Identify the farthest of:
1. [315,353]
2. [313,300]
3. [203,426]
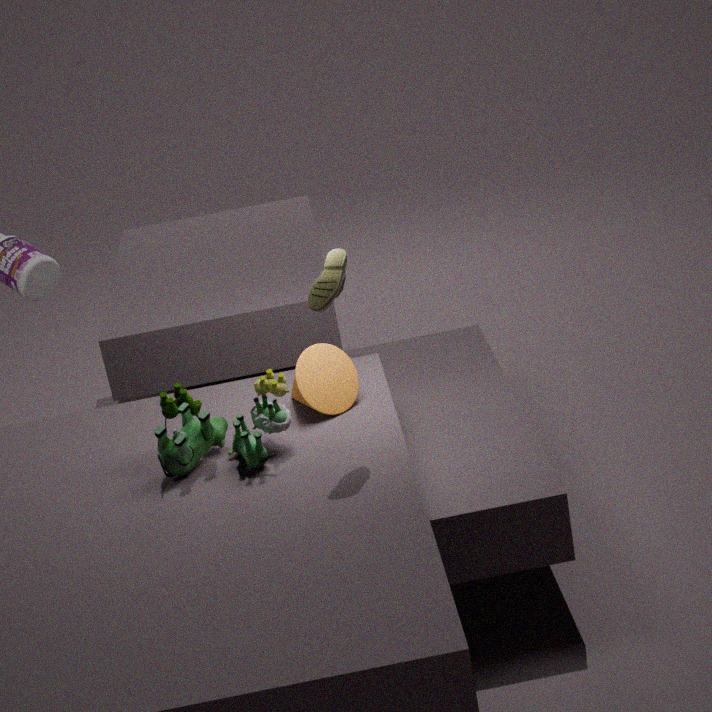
[315,353]
